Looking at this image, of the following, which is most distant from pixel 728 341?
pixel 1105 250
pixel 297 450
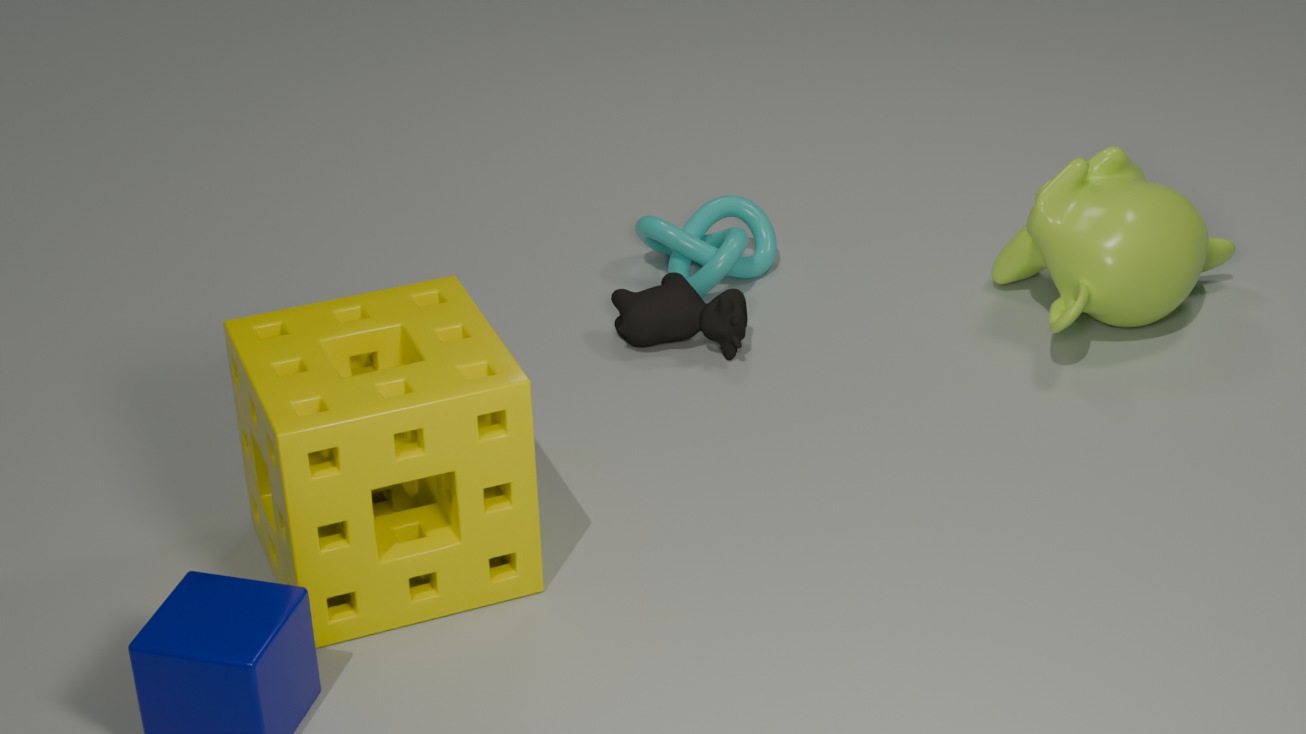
pixel 297 450
